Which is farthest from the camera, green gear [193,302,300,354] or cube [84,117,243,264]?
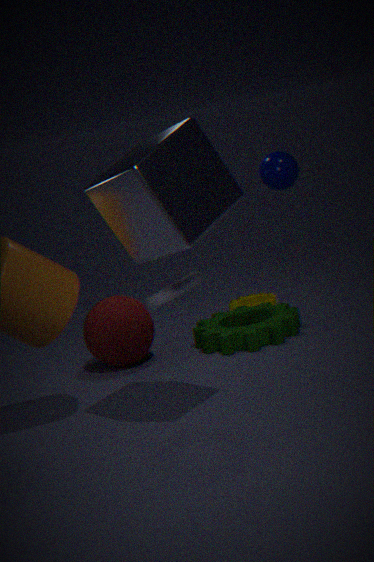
green gear [193,302,300,354]
